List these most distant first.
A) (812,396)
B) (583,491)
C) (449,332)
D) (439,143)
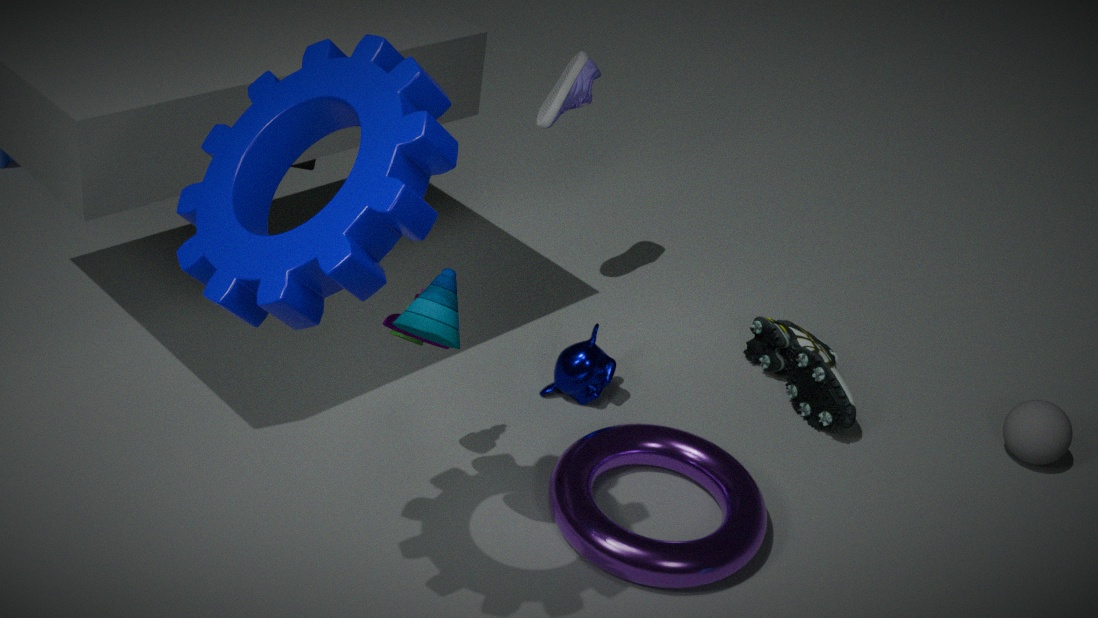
(812,396)
(583,491)
(449,332)
(439,143)
